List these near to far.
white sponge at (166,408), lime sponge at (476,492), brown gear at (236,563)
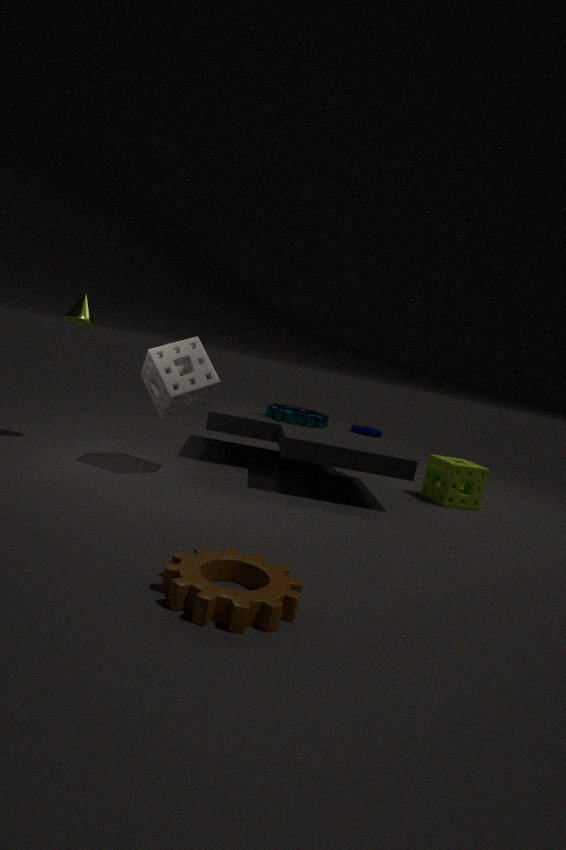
brown gear at (236,563)
white sponge at (166,408)
lime sponge at (476,492)
